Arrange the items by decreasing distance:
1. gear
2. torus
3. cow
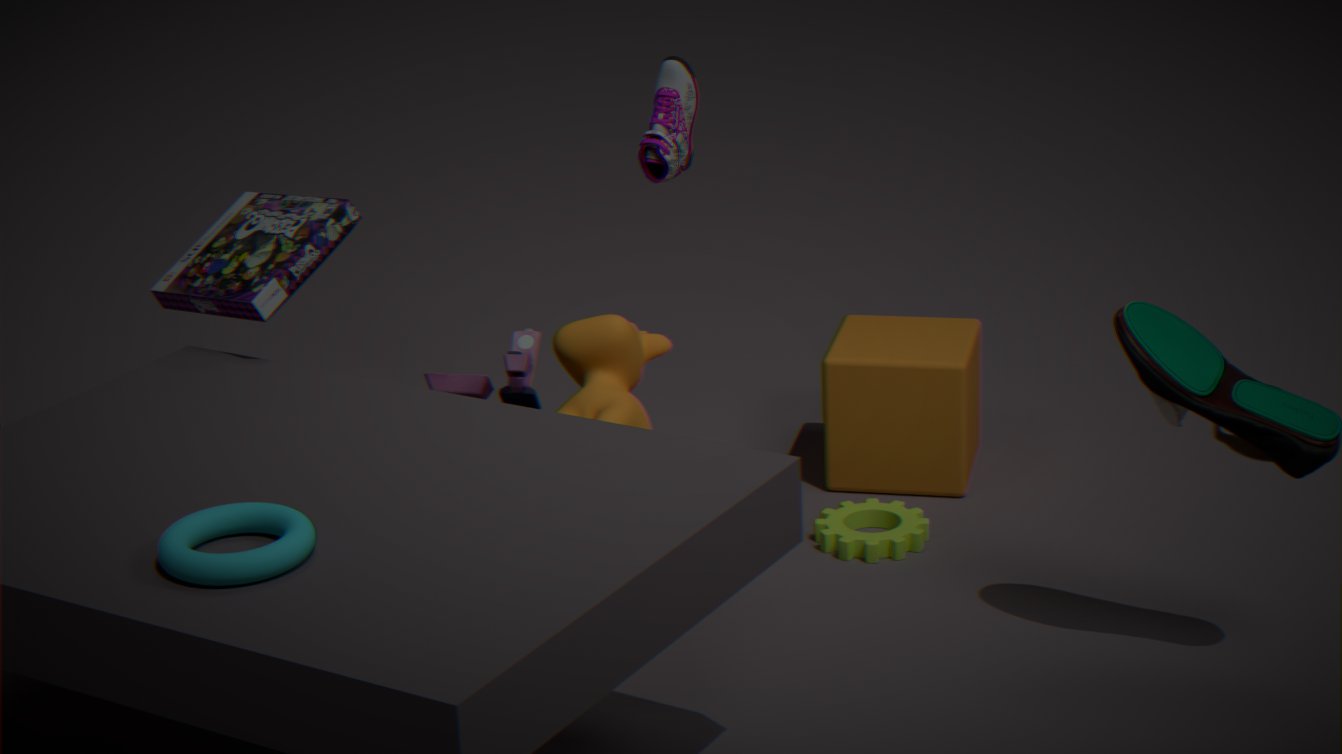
gear < cow < torus
